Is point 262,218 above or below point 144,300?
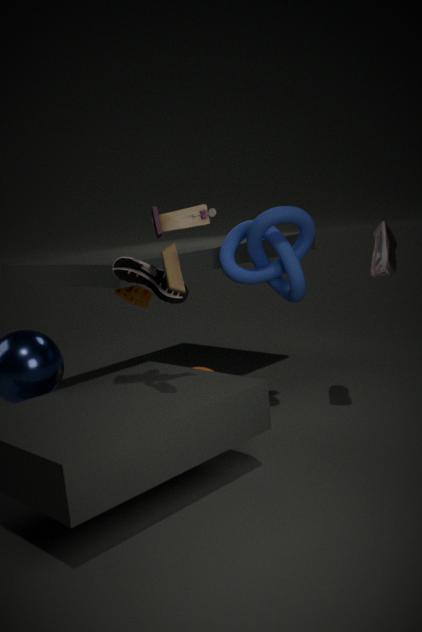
above
